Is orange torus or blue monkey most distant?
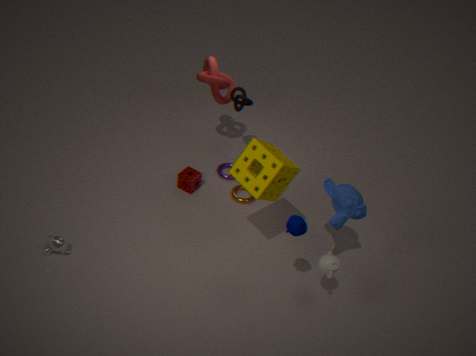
orange torus
